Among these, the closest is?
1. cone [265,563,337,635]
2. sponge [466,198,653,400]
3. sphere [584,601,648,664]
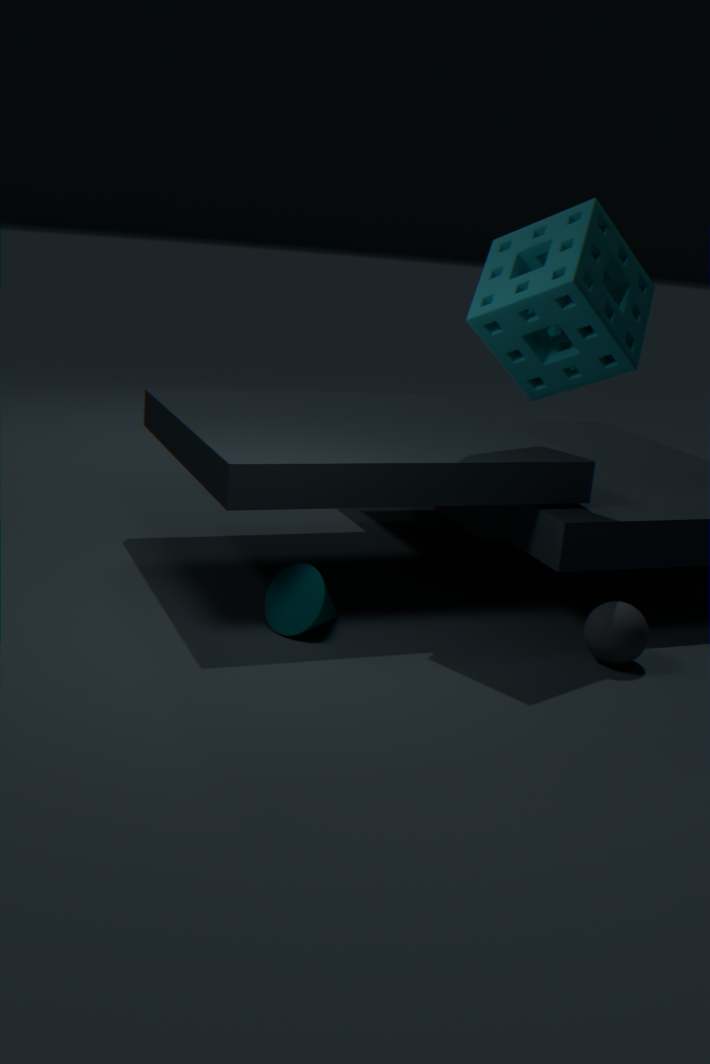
sponge [466,198,653,400]
